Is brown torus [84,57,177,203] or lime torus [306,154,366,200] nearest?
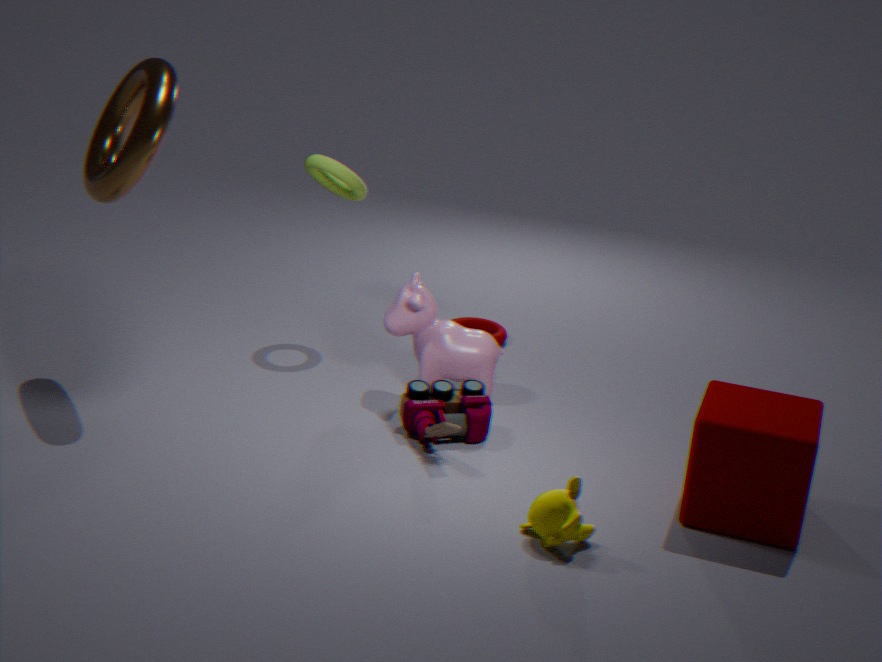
brown torus [84,57,177,203]
